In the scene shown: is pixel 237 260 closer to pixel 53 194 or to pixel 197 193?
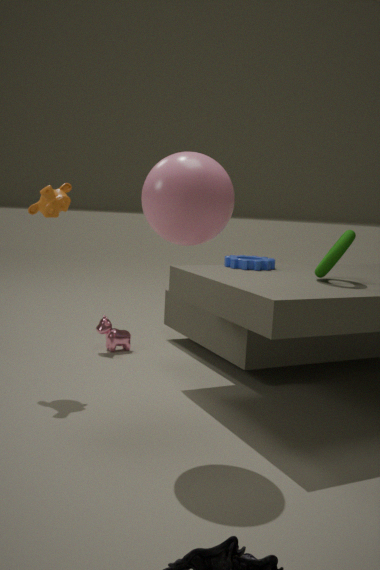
pixel 197 193
